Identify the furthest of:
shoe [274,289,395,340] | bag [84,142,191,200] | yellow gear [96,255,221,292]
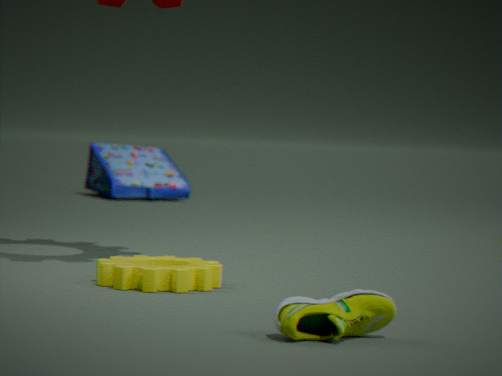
bag [84,142,191,200]
